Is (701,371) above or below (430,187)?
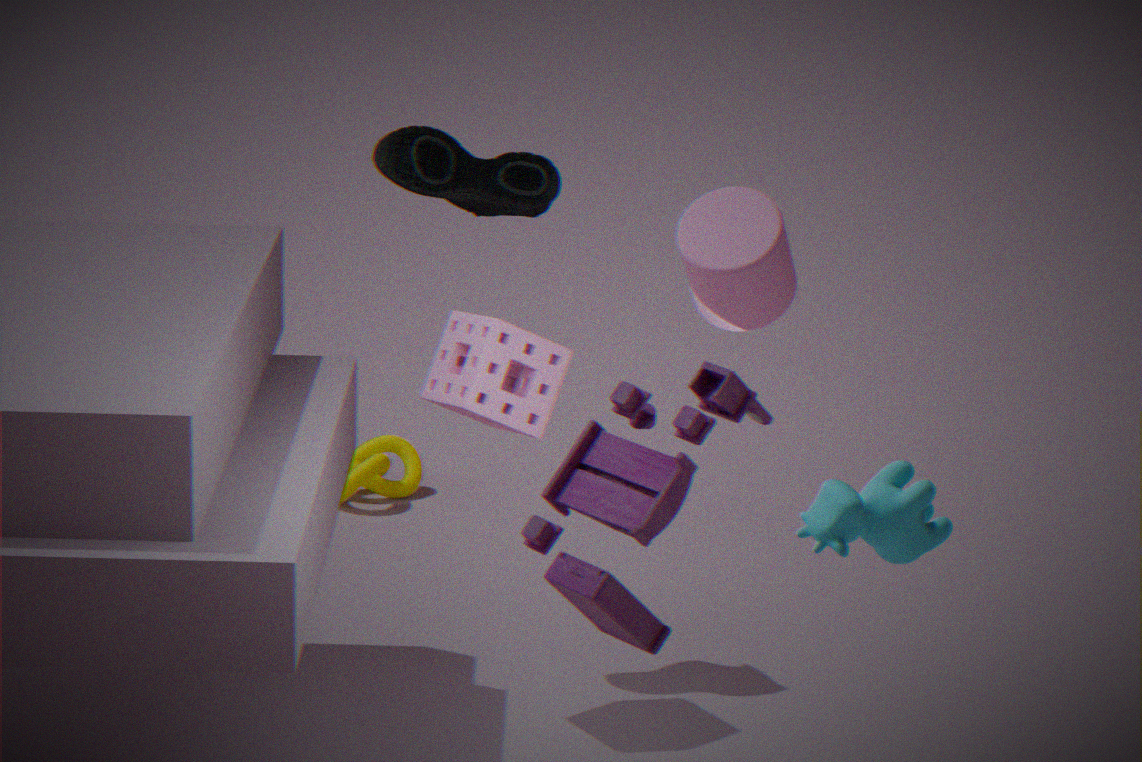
below
